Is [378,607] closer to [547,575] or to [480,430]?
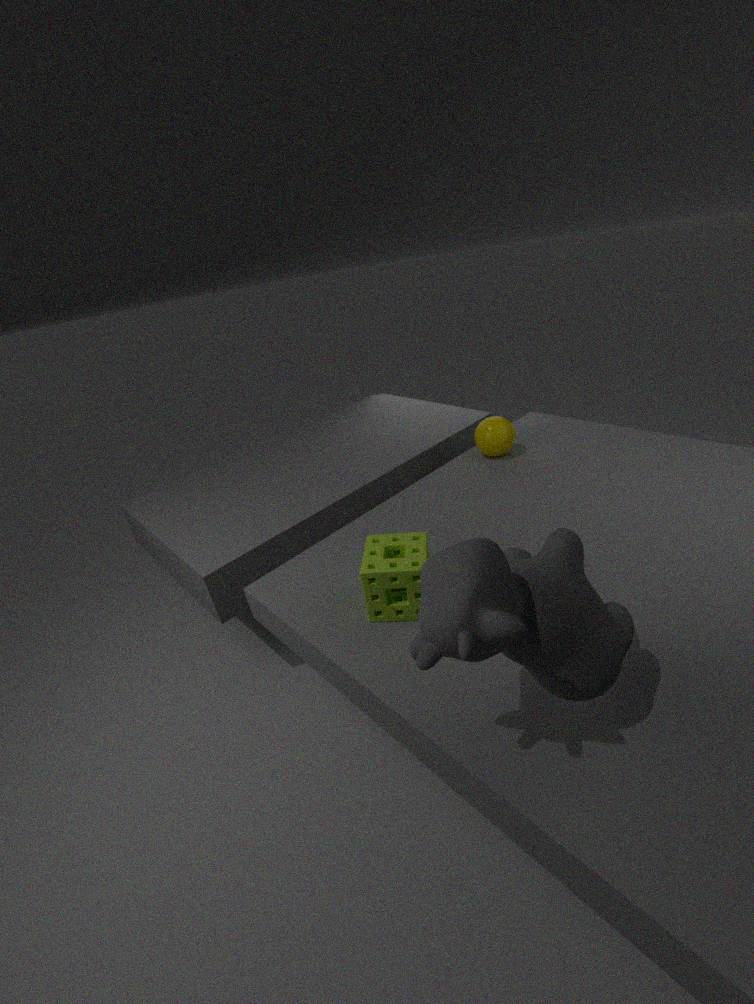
[547,575]
